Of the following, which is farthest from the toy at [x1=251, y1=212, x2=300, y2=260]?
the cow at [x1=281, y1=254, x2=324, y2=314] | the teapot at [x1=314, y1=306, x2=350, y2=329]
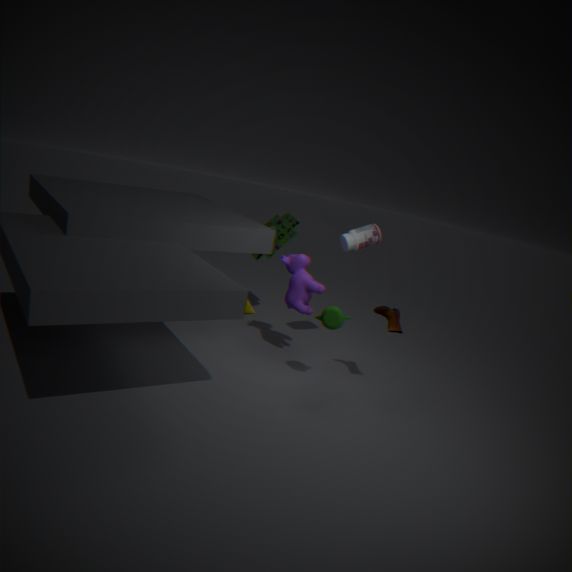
the teapot at [x1=314, y1=306, x2=350, y2=329]
